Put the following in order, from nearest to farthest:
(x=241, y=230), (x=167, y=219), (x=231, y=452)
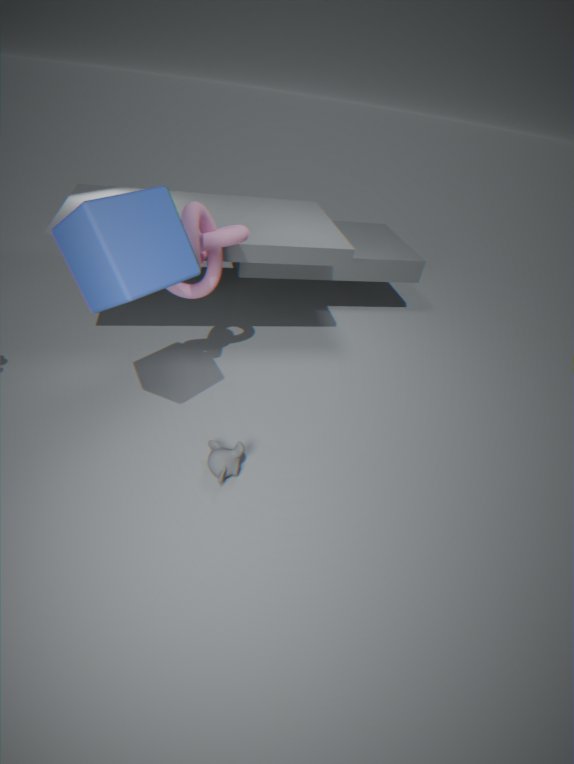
(x=167, y=219), (x=231, y=452), (x=241, y=230)
